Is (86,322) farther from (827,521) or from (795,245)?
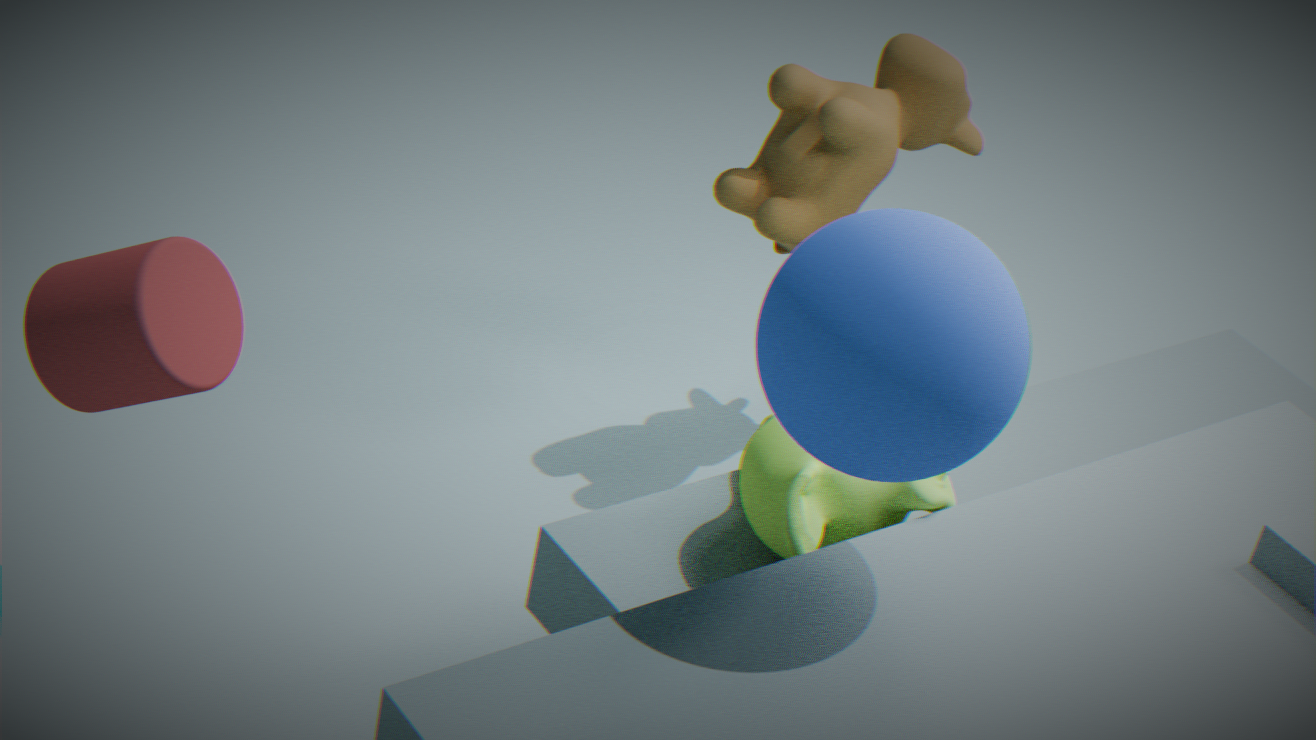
(795,245)
